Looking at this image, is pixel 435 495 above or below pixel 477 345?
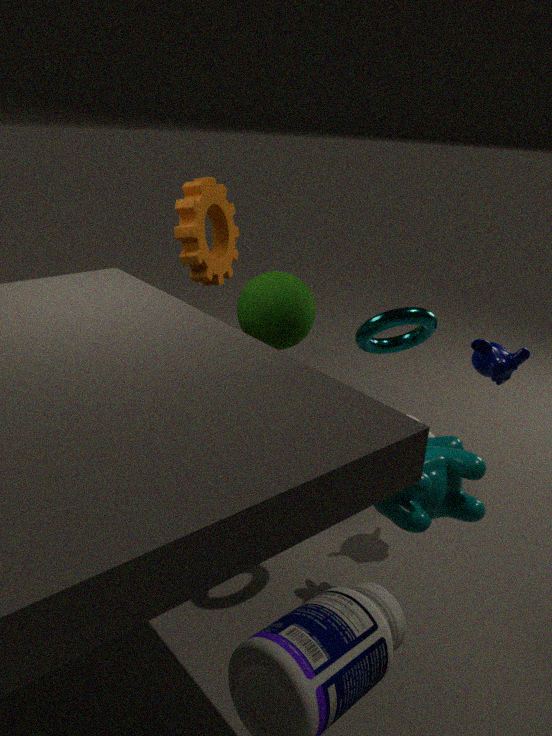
below
